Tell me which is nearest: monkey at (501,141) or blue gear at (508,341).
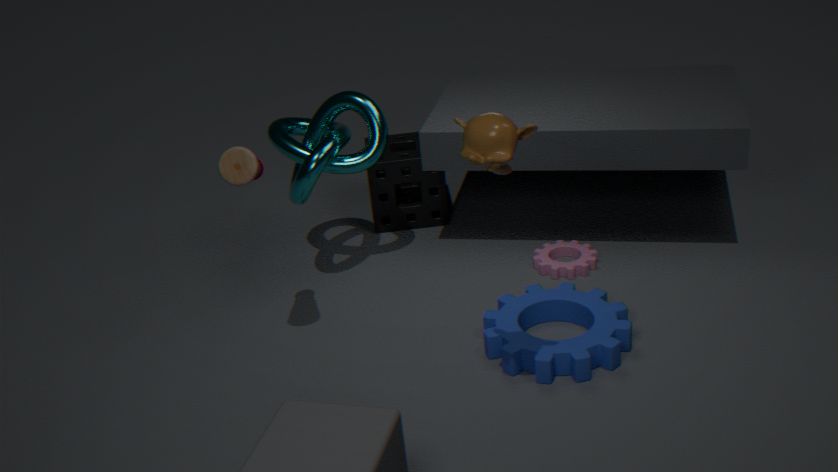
monkey at (501,141)
